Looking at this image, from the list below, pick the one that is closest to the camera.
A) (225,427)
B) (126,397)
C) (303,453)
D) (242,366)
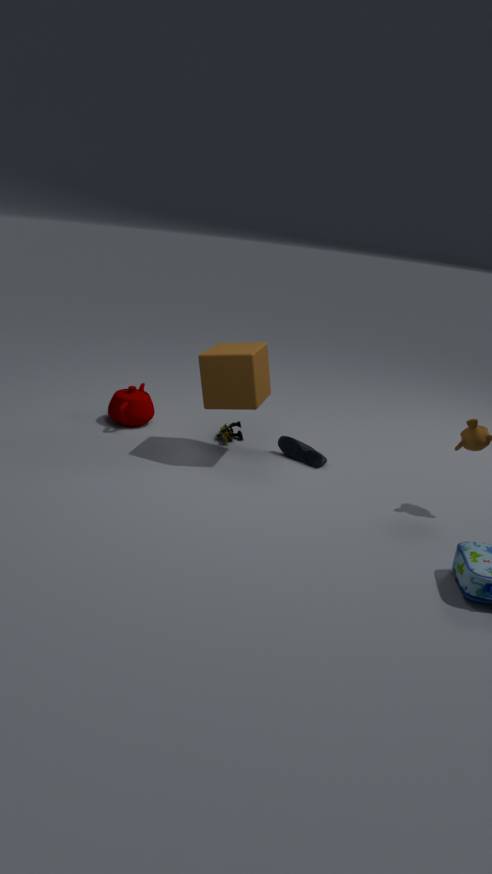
(242,366)
